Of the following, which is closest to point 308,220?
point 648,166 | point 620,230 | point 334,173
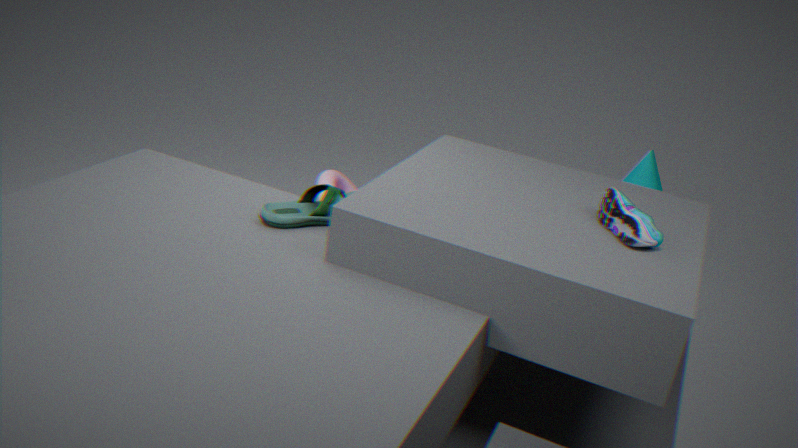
point 334,173
